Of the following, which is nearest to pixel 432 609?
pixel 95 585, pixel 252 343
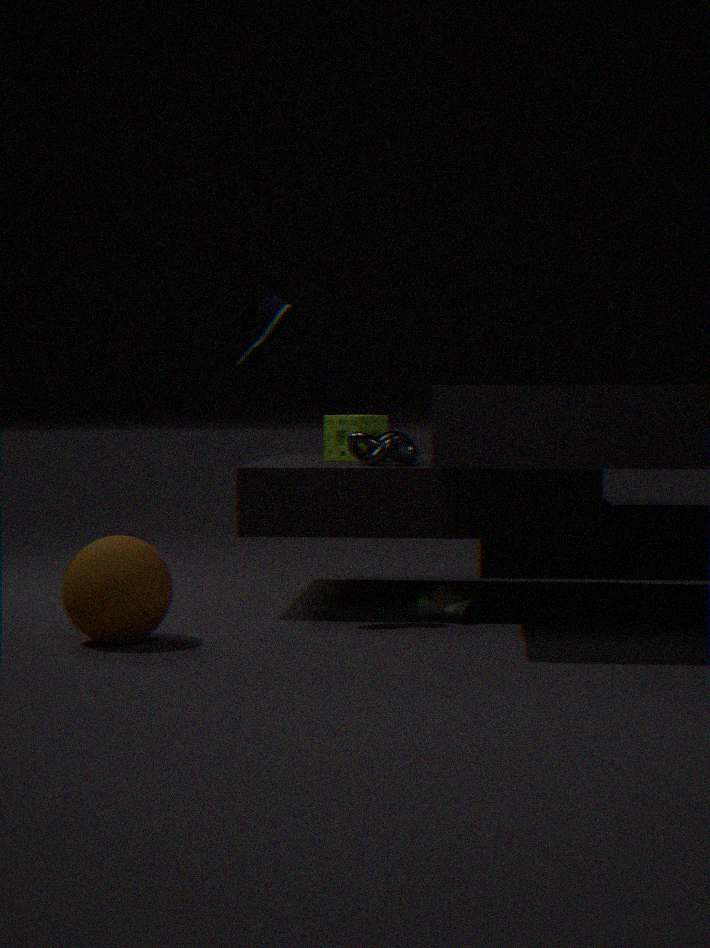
pixel 252 343
